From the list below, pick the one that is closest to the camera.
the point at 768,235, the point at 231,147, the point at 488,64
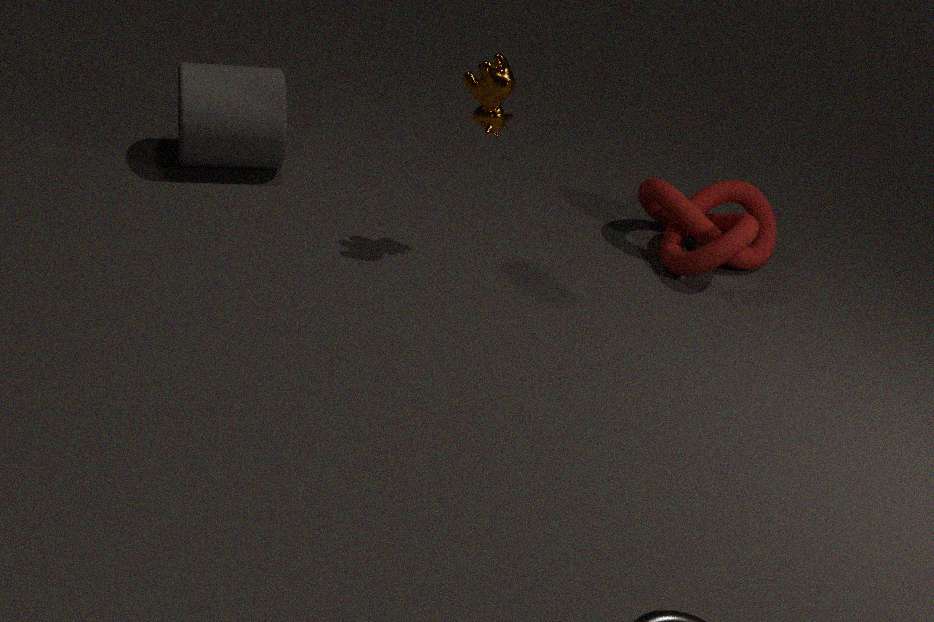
the point at 488,64
